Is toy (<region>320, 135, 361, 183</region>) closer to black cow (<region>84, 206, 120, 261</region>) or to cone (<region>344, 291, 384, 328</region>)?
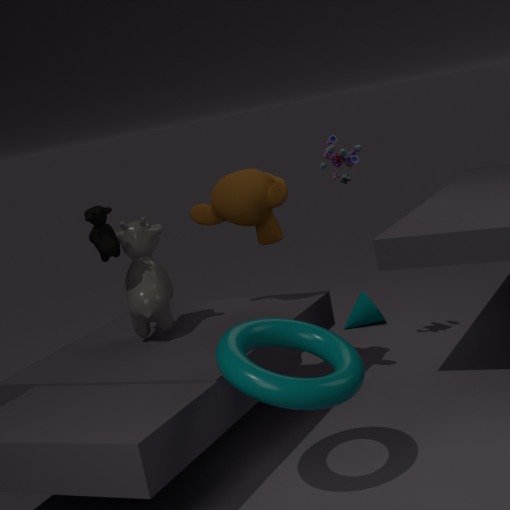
cone (<region>344, 291, 384, 328</region>)
